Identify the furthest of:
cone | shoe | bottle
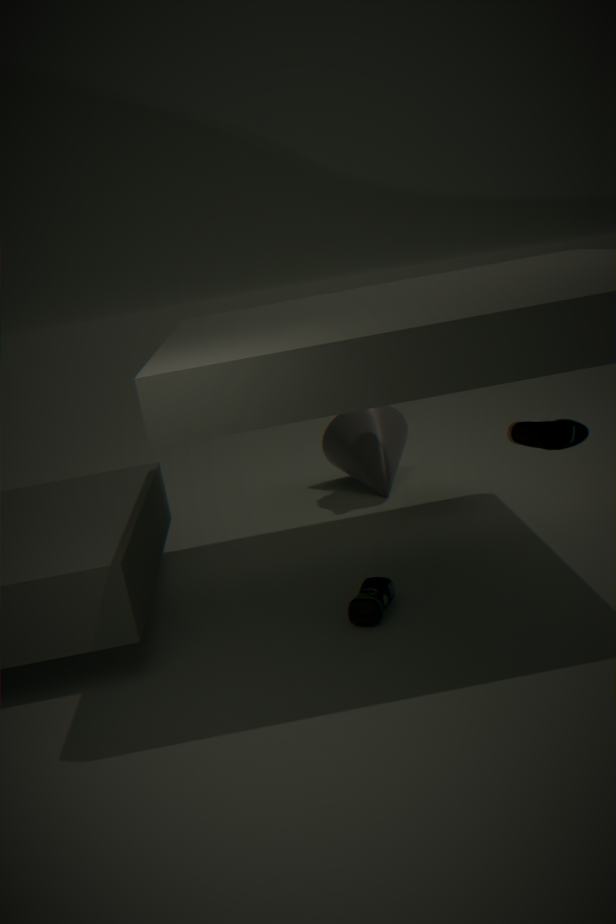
cone
